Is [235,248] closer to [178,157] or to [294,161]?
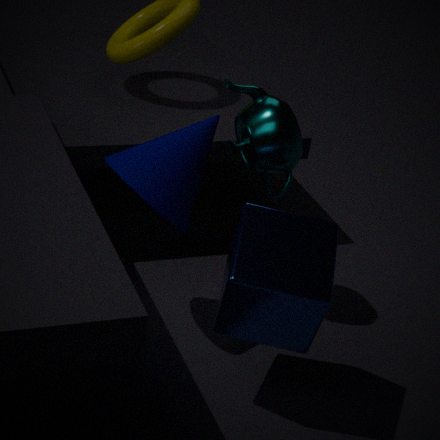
[178,157]
